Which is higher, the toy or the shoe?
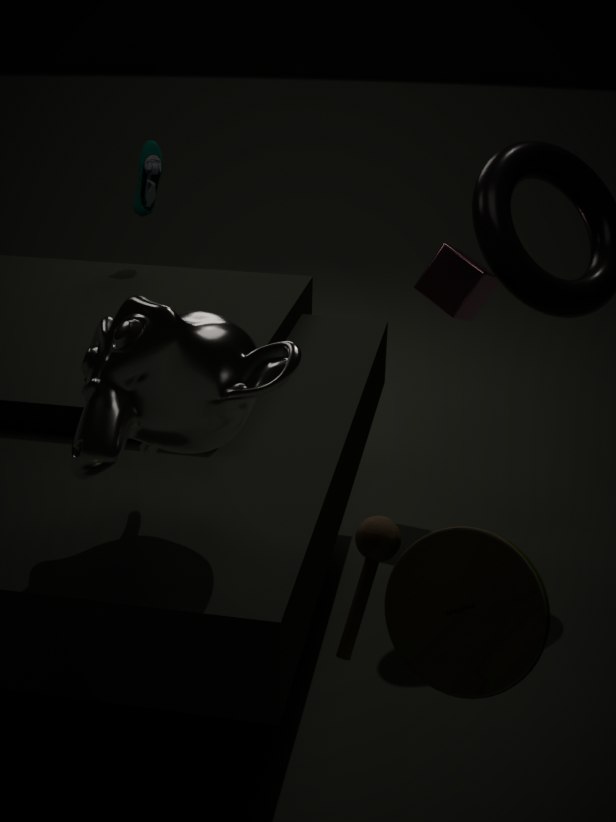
the shoe
